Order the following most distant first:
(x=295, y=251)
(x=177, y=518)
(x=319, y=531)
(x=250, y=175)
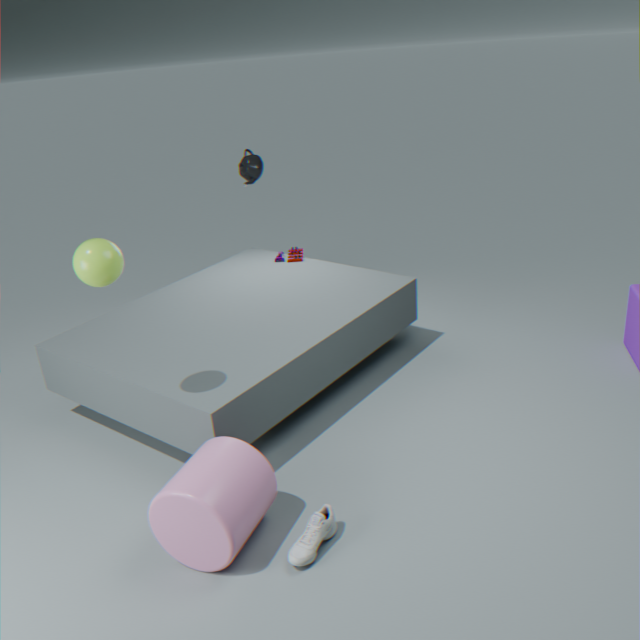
1. (x=295, y=251)
2. (x=250, y=175)
3. (x=319, y=531)
4. (x=177, y=518)
